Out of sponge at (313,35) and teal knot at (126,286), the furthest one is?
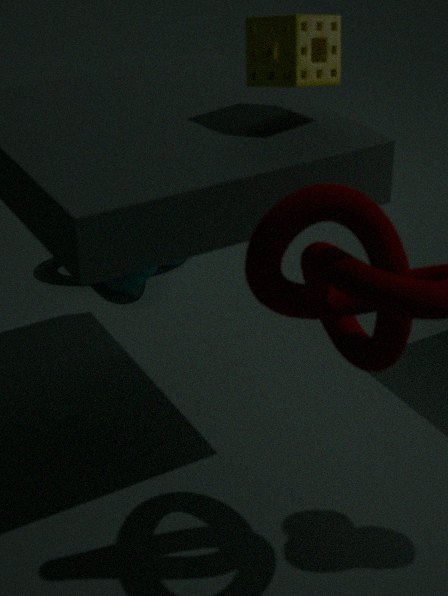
teal knot at (126,286)
